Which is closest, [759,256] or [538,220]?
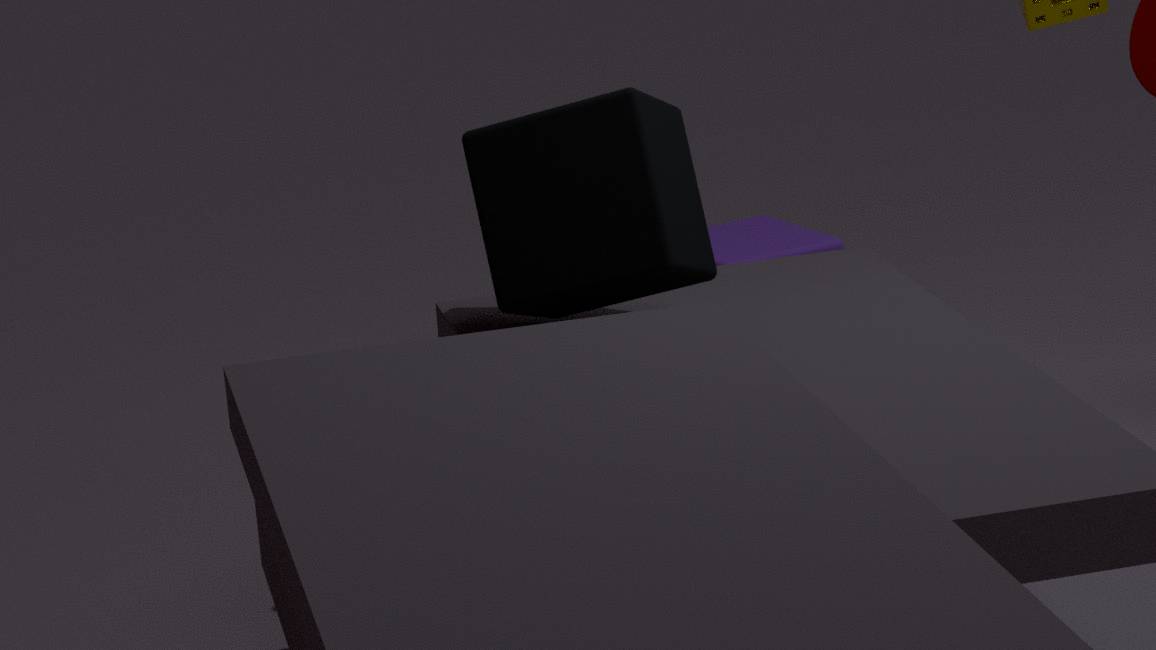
[538,220]
